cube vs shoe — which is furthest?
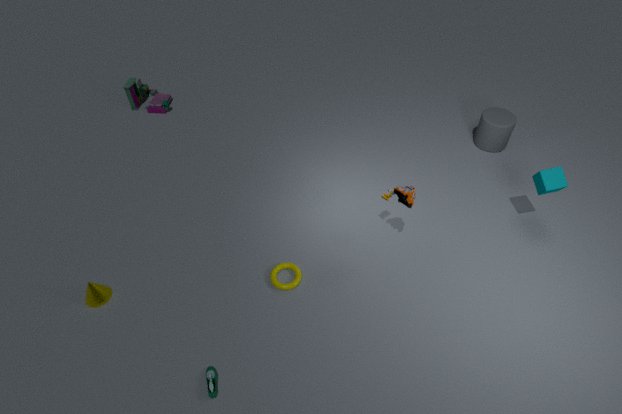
cube
